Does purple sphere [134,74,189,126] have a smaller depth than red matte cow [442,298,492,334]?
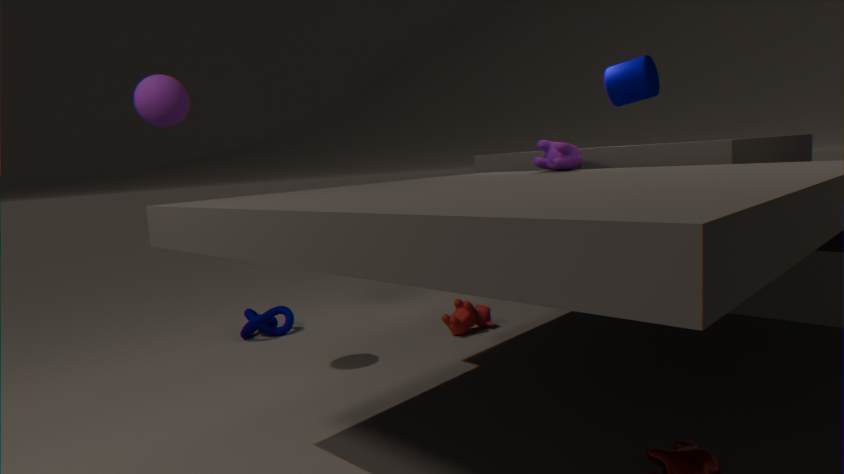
Yes
